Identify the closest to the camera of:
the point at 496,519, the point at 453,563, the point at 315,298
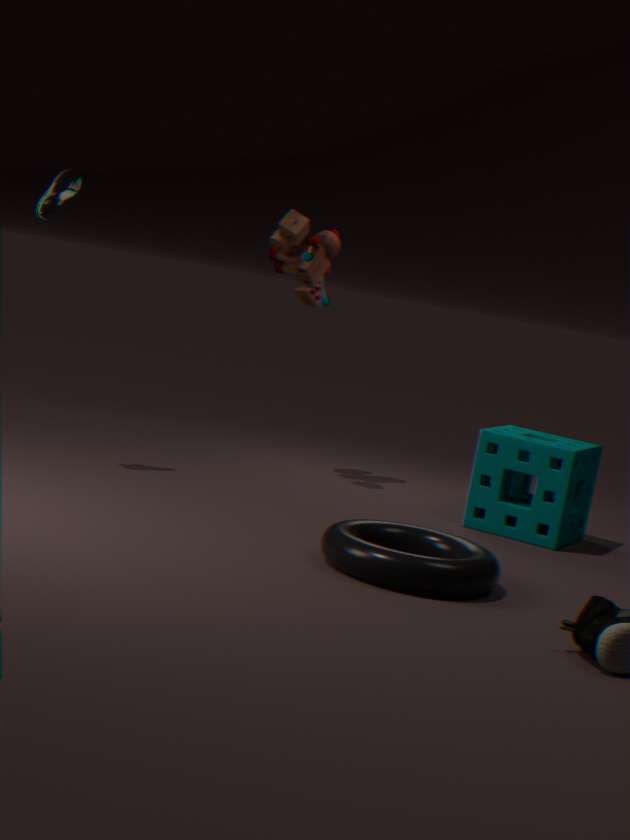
the point at 453,563
